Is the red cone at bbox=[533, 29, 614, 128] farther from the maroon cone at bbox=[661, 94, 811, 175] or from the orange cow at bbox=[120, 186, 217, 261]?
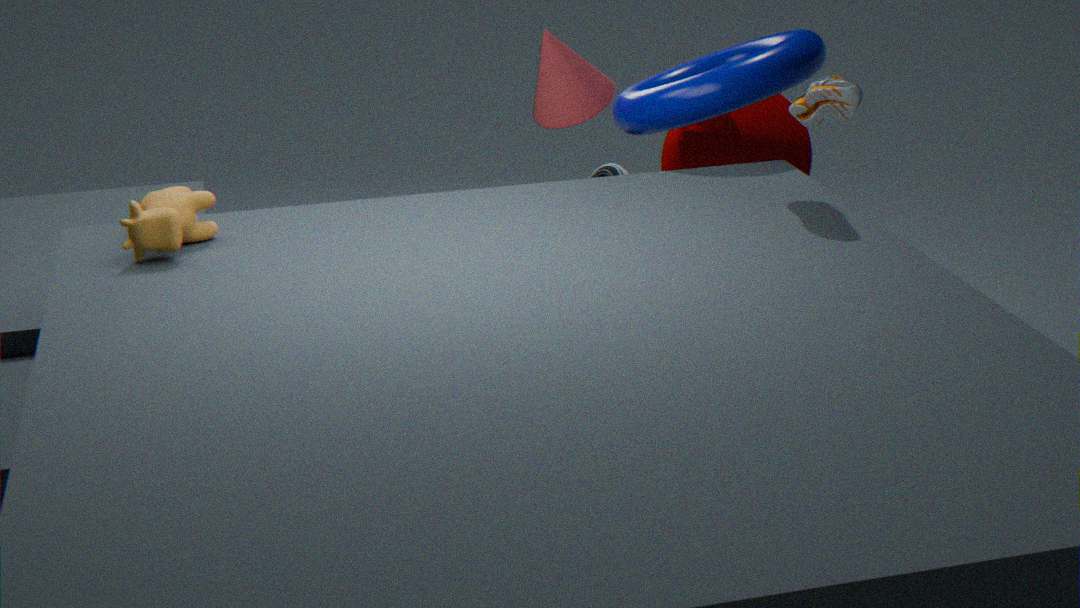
the orange cow at bbox=[120, 186, 217, 261]
